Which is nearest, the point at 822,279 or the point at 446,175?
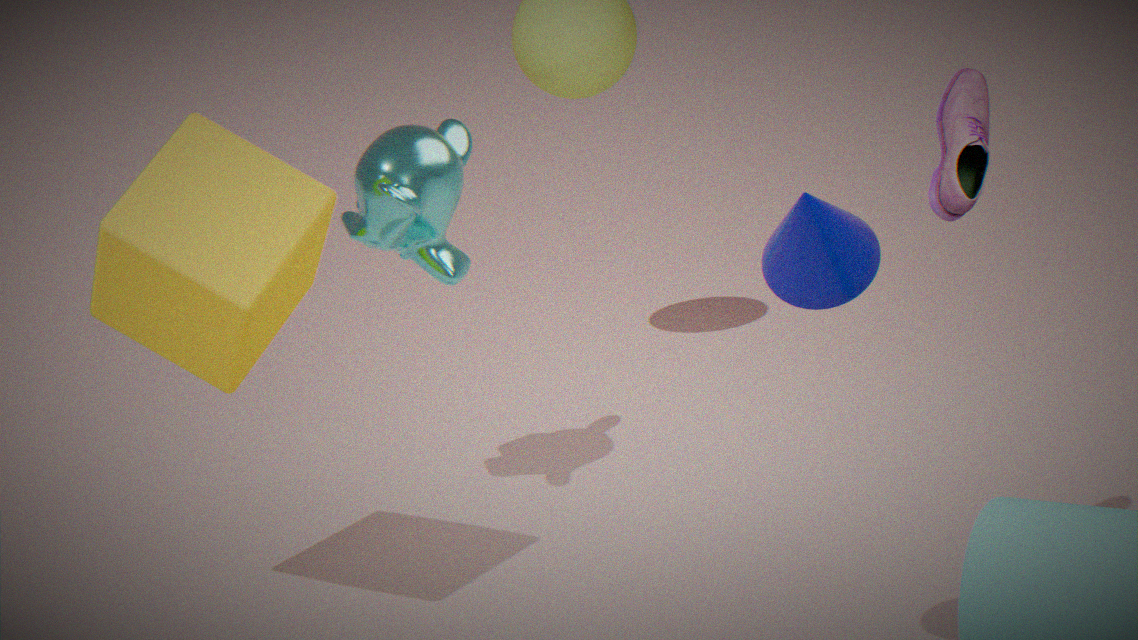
the point at 822,279
